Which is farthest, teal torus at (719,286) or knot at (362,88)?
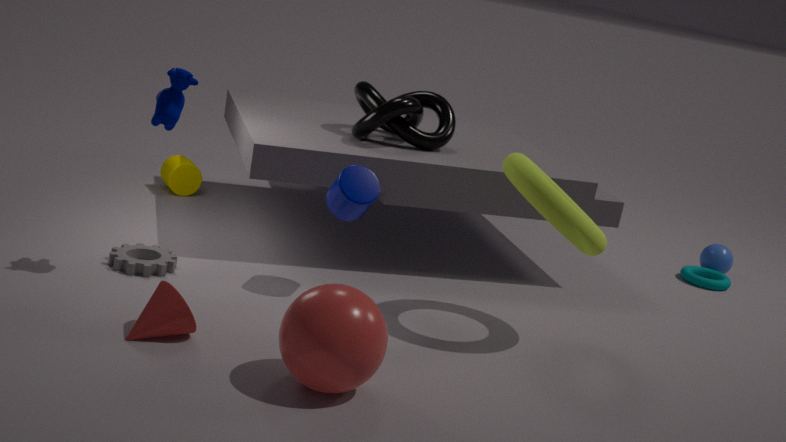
teal torus at (719,286)
